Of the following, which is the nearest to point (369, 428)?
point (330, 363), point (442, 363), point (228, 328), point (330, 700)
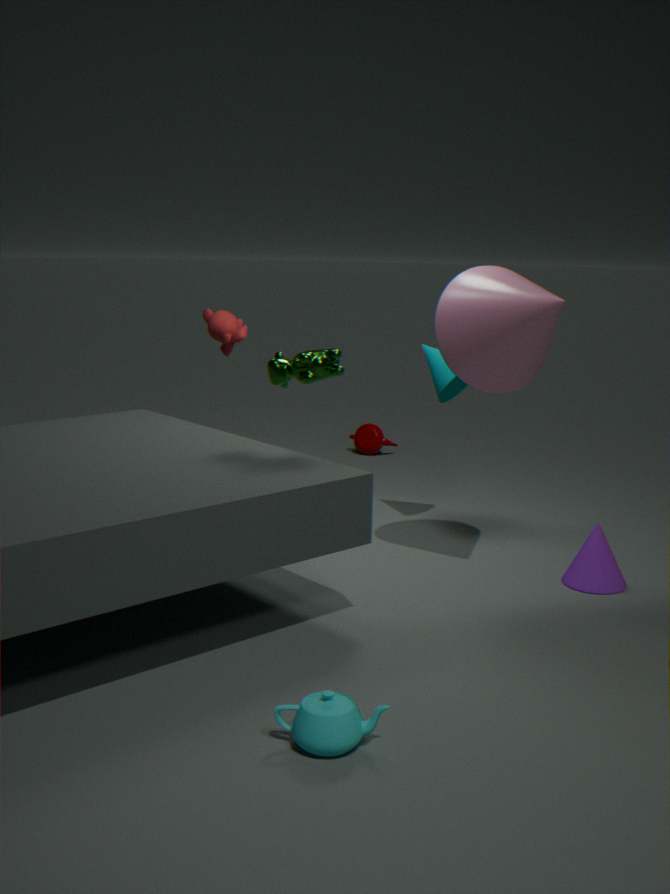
point (228, 328)
